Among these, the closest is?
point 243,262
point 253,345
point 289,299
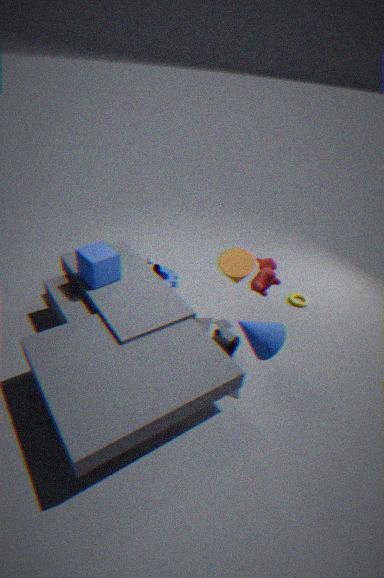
point 253,345
